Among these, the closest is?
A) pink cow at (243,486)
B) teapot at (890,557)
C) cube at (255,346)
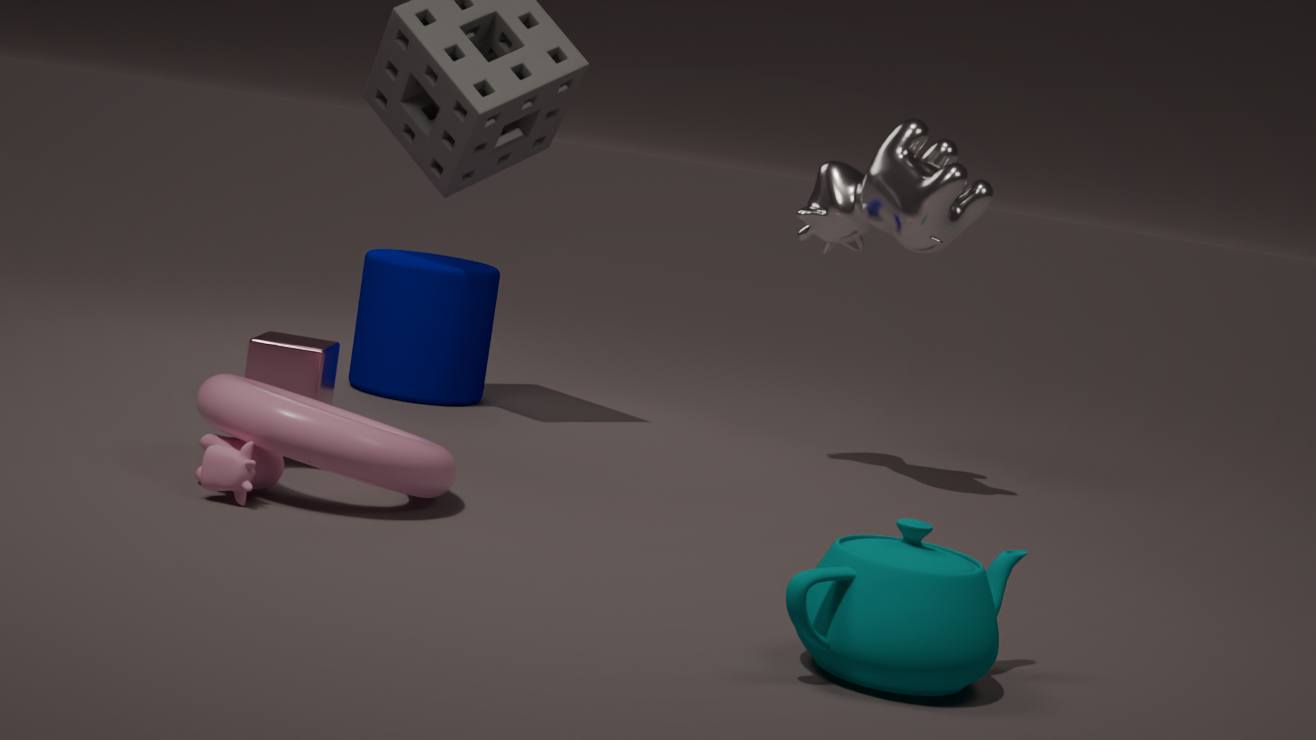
teapot at (890,557)
